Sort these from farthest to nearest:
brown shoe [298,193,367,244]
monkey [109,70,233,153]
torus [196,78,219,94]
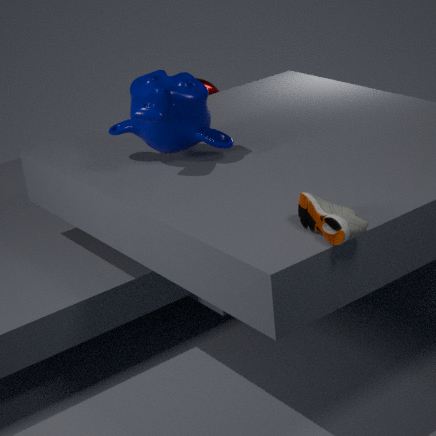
torus [196,78,219,94], monkey [109,70,233,153], brown shoe [298,193,367,244]
